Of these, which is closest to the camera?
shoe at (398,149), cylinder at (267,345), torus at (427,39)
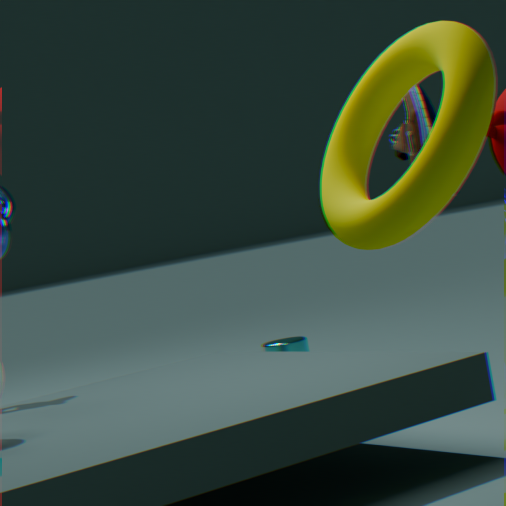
torus at (427,39)
